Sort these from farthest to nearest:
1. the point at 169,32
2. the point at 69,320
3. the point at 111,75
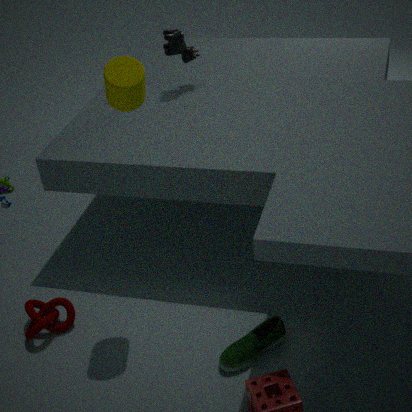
the point at 169,32 → the point at 69,320 → the point at 111,75
